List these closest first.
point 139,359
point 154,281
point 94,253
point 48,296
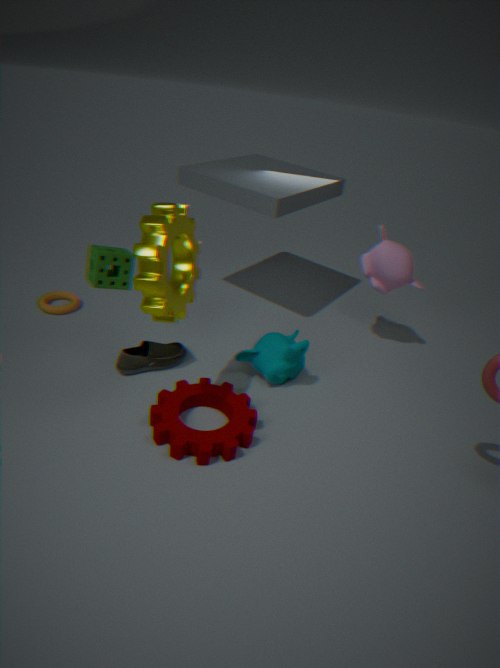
point 154,281
point 94,253
point 139,359
point 48,296
